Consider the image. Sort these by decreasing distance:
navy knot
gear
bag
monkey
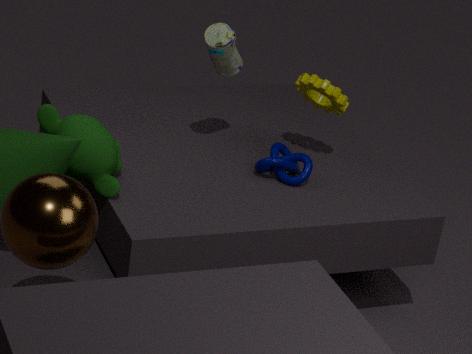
gear < navy knot < bag < monkey
